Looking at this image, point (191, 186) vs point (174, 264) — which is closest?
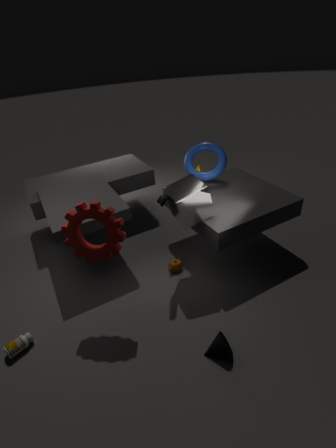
point (191, 186)
